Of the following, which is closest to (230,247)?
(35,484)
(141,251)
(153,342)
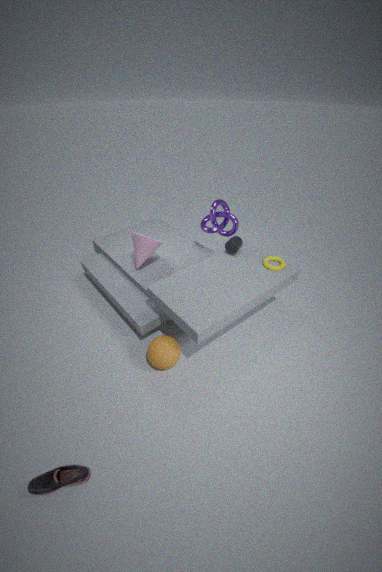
(141,251)
